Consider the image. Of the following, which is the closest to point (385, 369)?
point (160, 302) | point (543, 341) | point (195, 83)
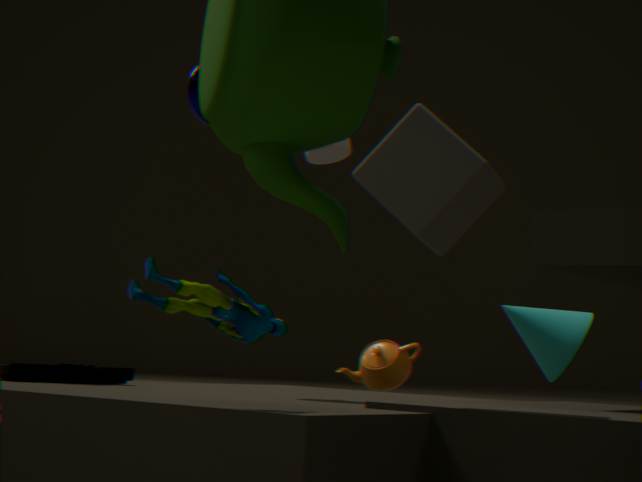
point (543, 341)
